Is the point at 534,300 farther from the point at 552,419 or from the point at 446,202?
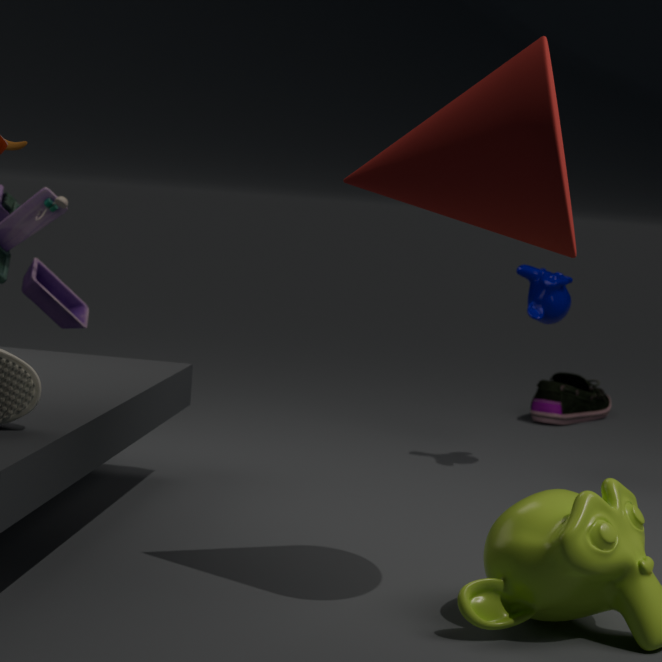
the point at 446,202
